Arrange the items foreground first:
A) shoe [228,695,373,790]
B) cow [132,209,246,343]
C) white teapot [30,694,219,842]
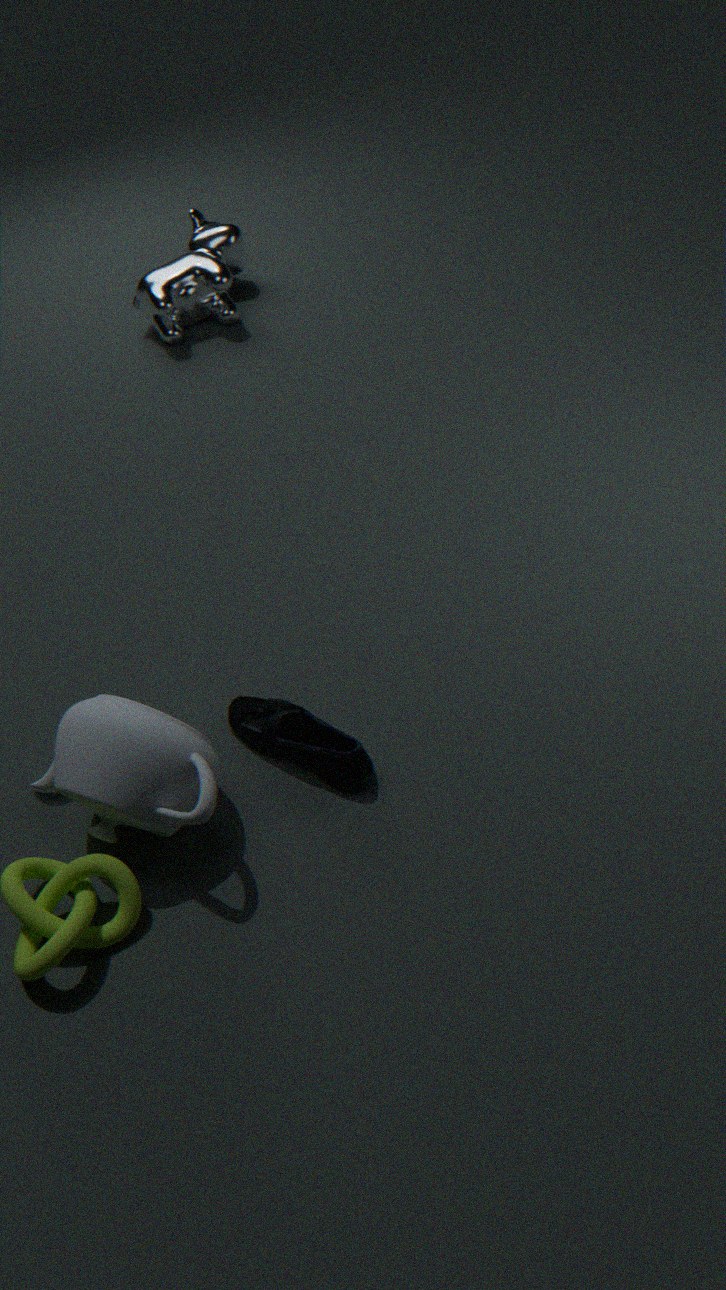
white teapot [30,694,219,842], shoe [228,695,373,790], cow [132,209,246,343]
